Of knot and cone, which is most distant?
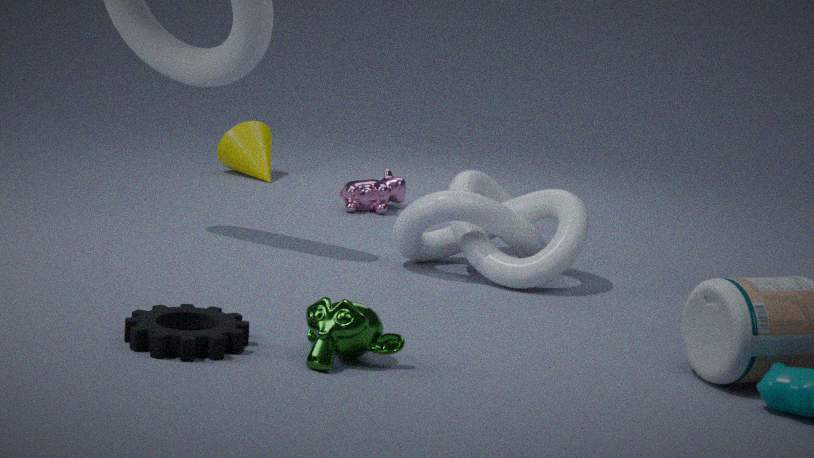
cone
